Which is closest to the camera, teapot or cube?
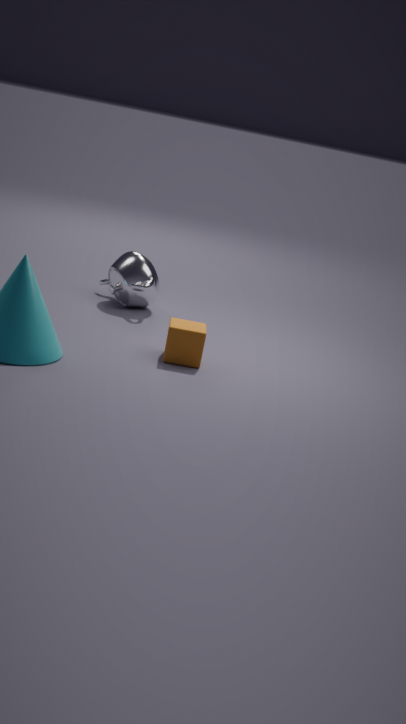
cube
